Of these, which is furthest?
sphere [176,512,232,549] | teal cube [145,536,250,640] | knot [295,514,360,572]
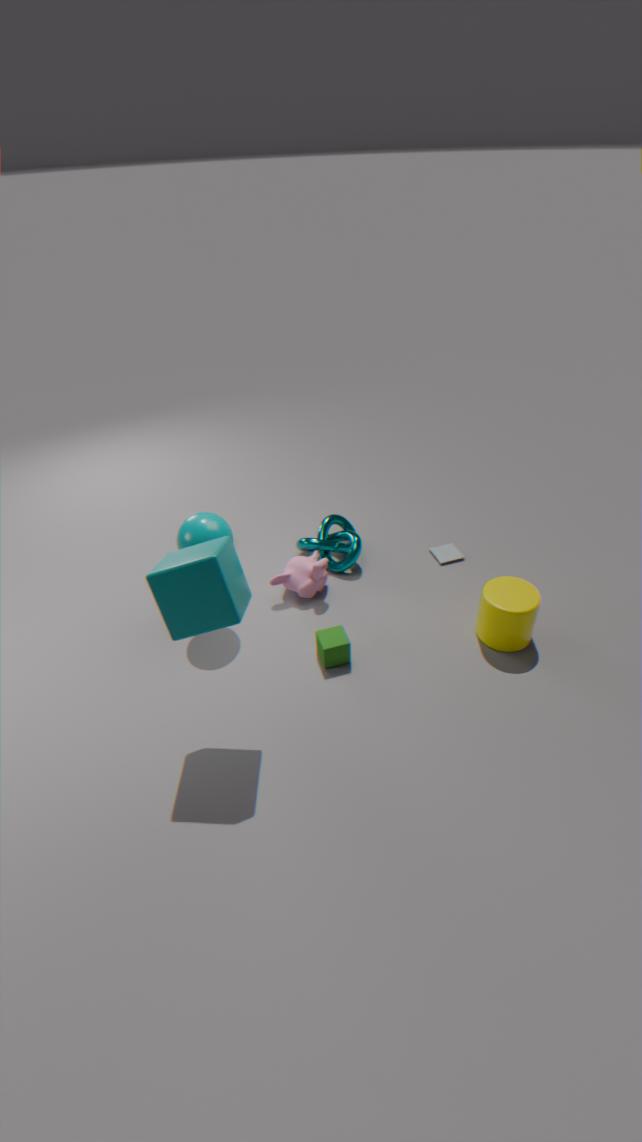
knot [295,514,360,572]
